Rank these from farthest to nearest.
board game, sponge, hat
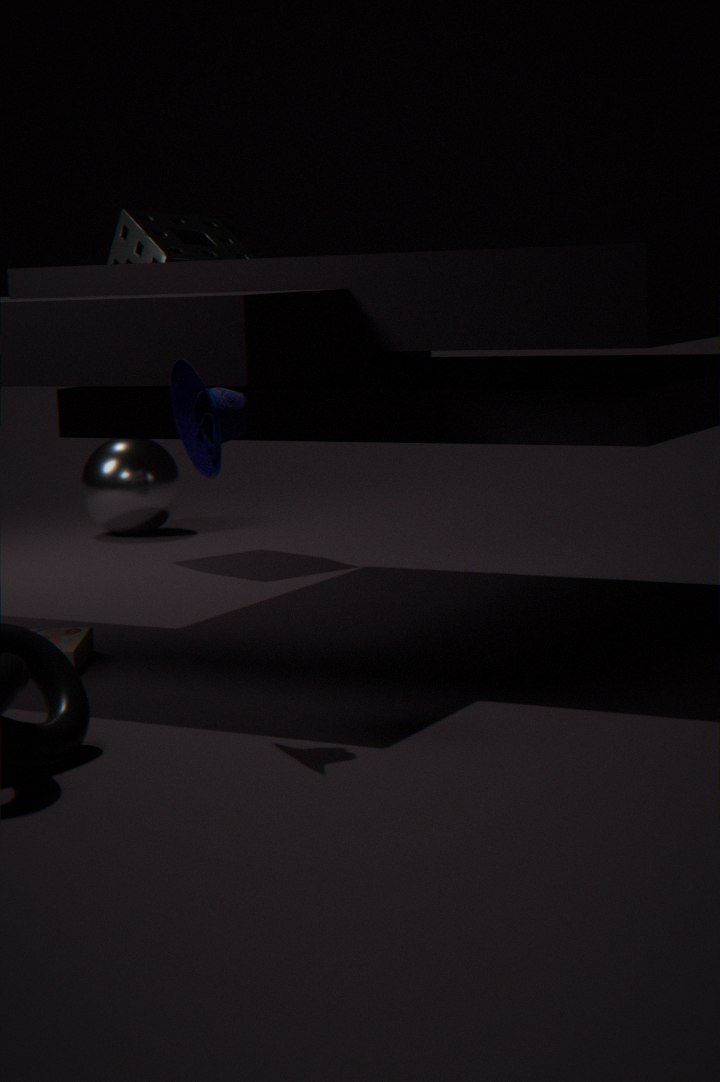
sponge
board game
hat
